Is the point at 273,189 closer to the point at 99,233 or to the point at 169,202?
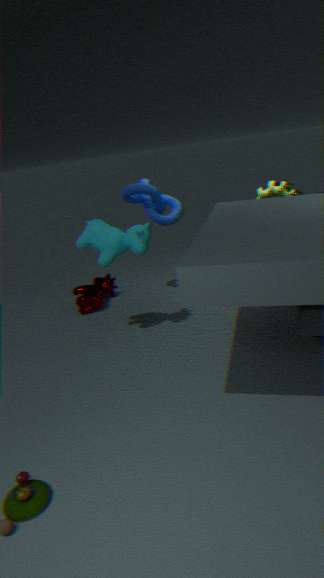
the point at 169,202
